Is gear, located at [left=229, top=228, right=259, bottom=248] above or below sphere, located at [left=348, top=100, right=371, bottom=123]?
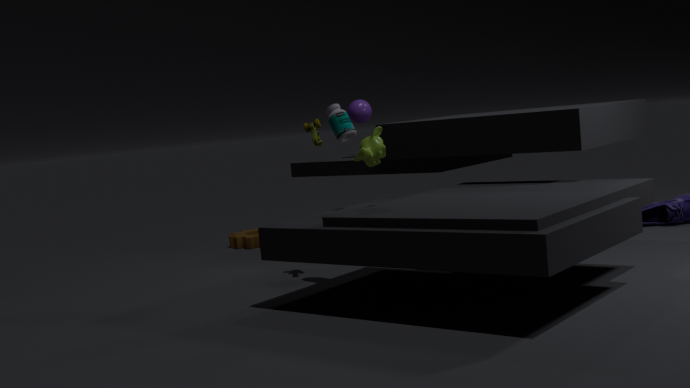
below
